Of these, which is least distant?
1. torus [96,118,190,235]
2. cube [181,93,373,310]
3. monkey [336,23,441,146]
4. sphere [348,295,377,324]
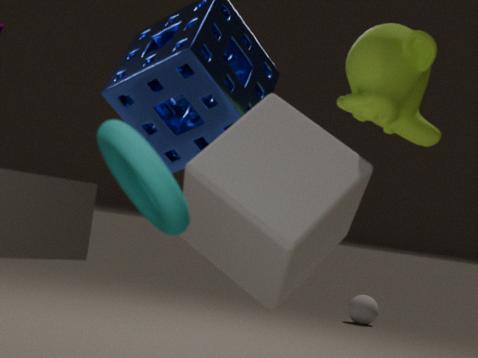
torus [96,118,190,235]
